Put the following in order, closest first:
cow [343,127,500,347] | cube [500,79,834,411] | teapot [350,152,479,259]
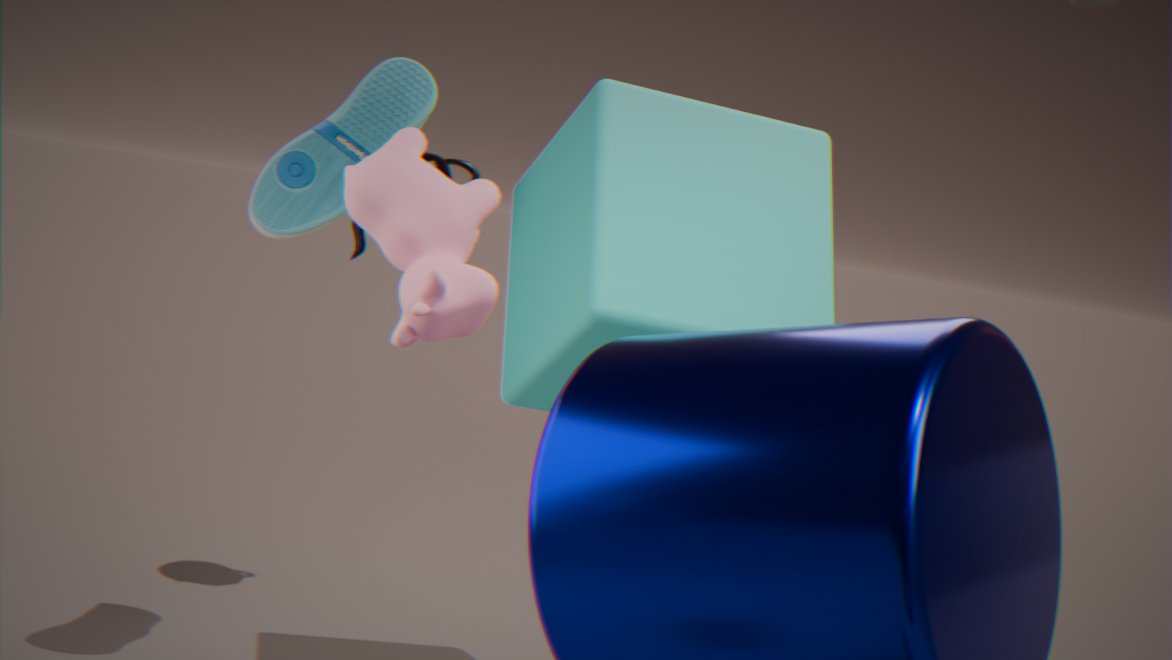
cow [343,127,500,347], cube [500,79,834,411], teapot [350,152,479,259]
